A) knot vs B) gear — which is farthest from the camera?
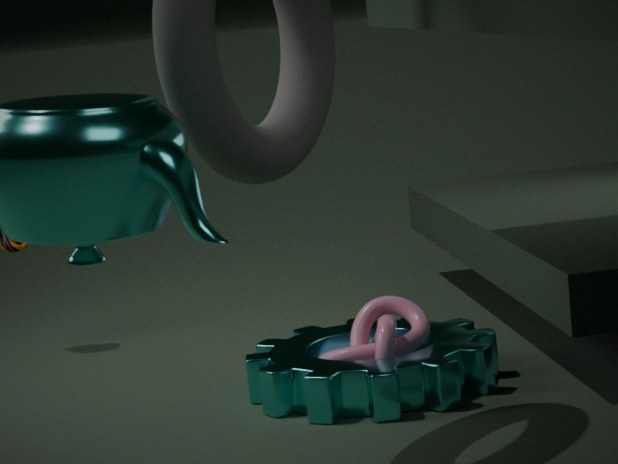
A. knot
